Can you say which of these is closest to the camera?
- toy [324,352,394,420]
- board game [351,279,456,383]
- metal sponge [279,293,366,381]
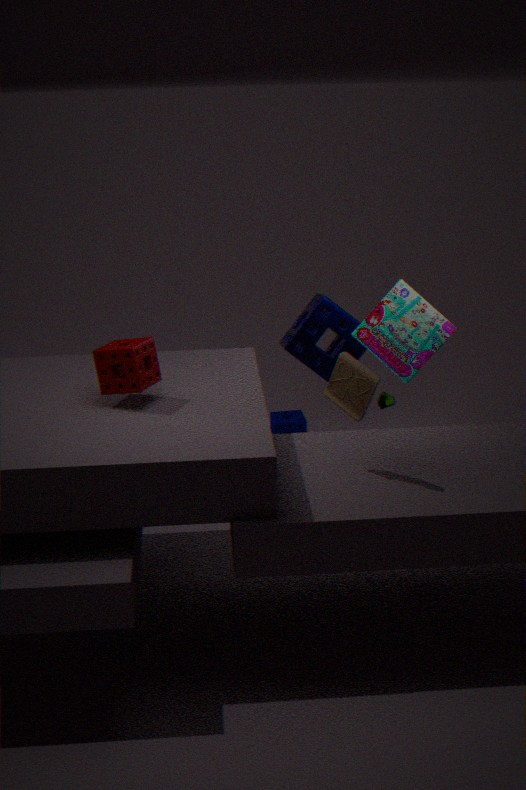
toy [324,352,394,420]
